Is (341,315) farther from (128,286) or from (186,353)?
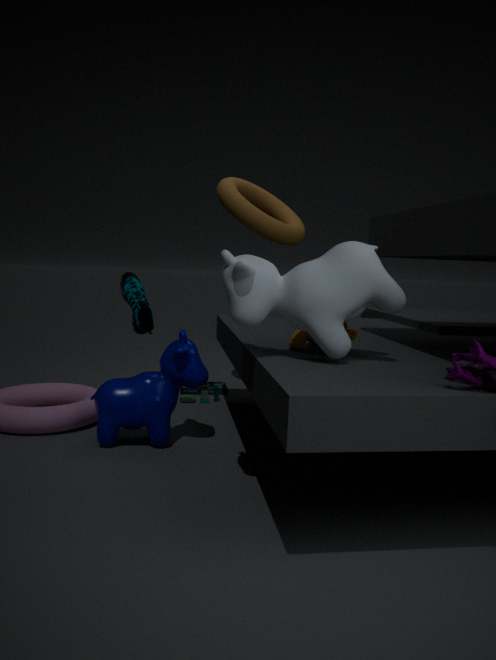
(128,286)
